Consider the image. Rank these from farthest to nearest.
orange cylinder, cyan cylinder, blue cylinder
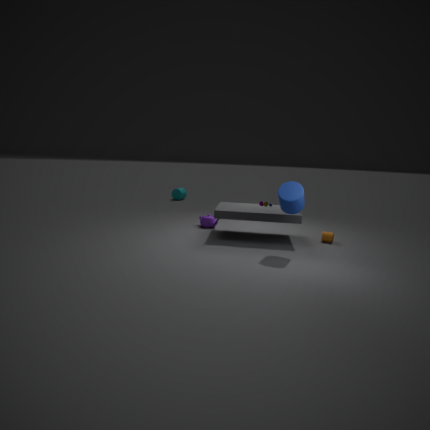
1. cyan cylinder
2. orange cylinder
3. blue cylinder
